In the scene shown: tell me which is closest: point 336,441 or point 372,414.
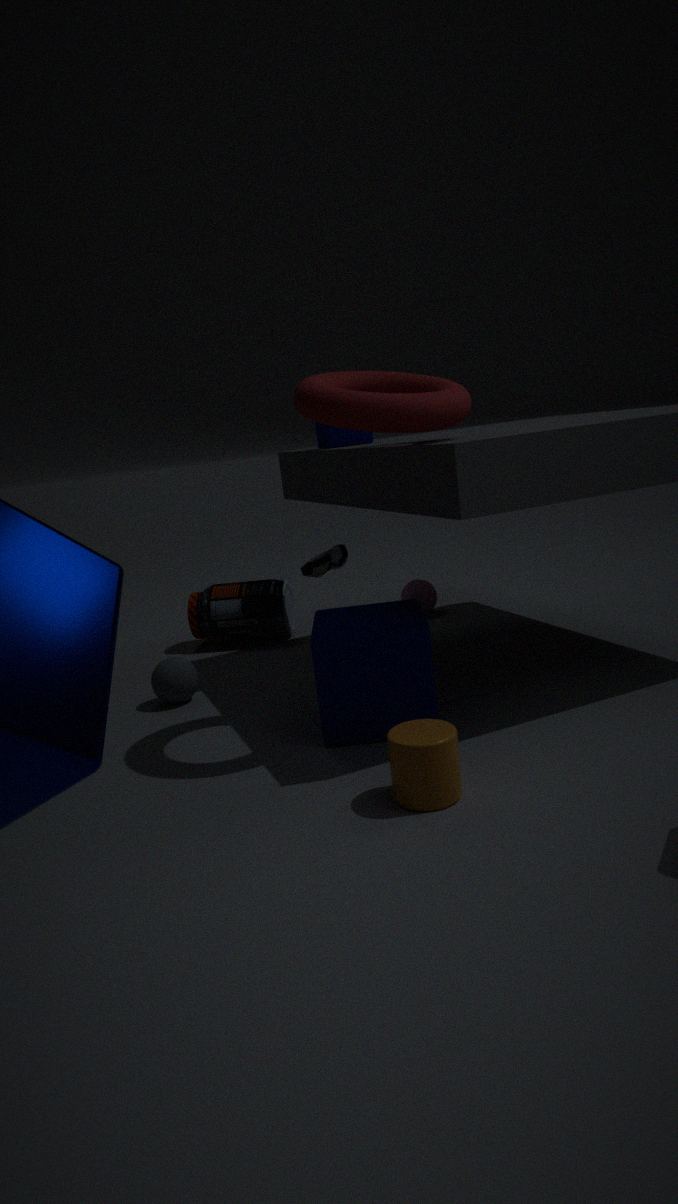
point 372,414
